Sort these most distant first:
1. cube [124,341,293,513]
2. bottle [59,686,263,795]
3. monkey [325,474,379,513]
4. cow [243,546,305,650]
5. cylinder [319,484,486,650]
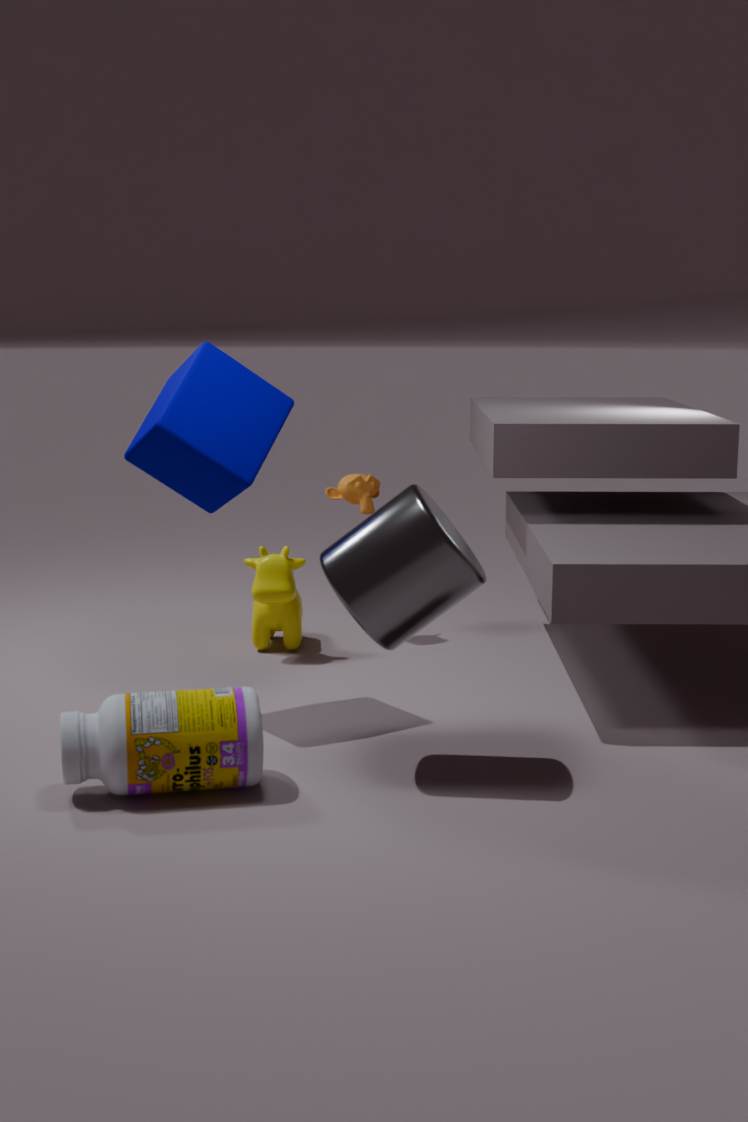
monkey [325,474,379,513]
cow [243,546,305,650]
cube [124,341,293,513]
cylinder [319,484,486,650]
bottle [59,686,263,795]
